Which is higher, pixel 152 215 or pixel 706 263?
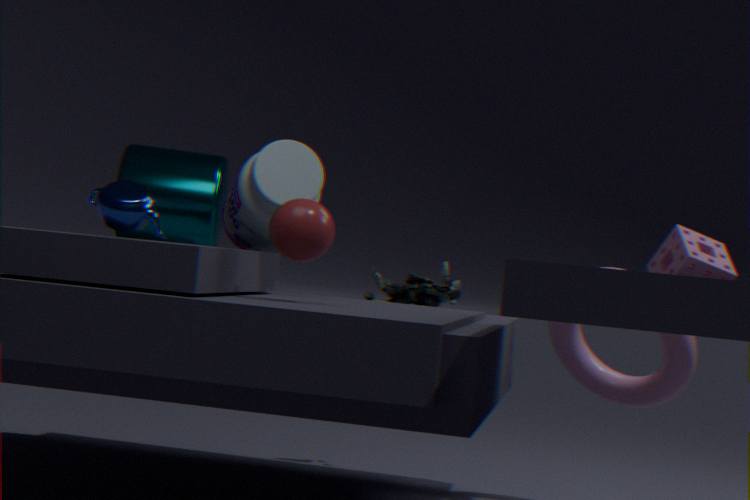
pixel 152 215
